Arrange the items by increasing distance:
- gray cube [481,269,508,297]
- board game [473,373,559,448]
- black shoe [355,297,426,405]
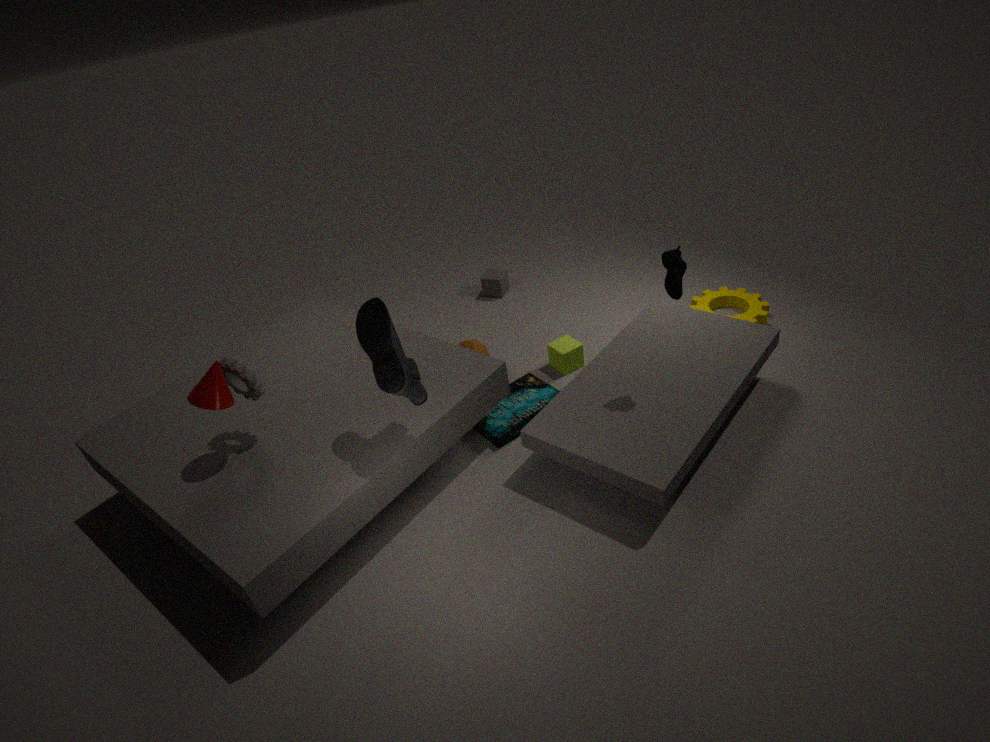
black shoe [355,297,426,405] → board game [473,373,559,448] → gray cube [481,269,508,297]
